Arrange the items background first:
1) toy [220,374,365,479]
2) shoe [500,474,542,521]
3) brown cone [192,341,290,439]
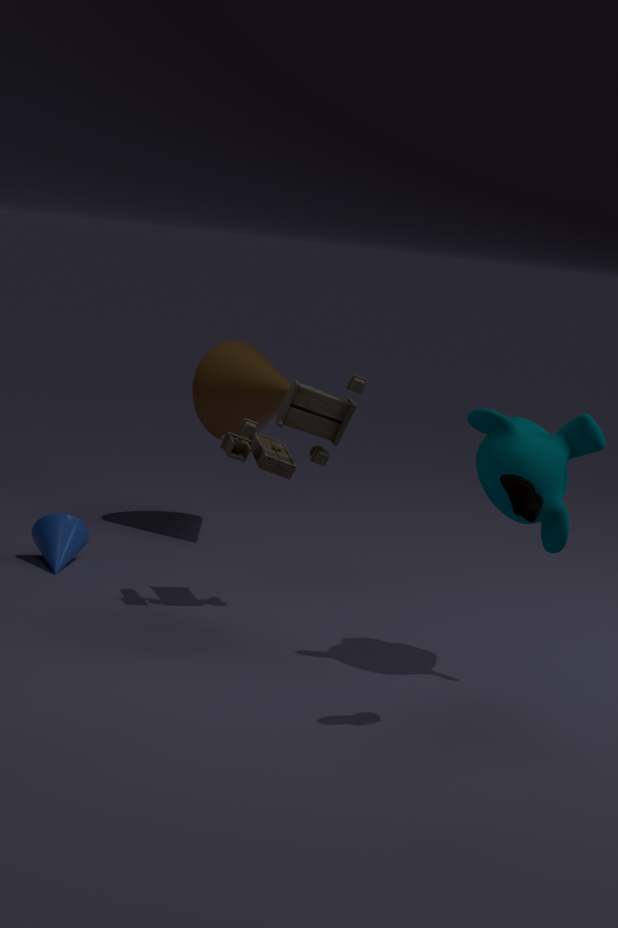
1. 3. brown cone [192,341,290,439]
2. 1. toy [220,374,365,479]
3. 2. shoe [500,474,542,521]
